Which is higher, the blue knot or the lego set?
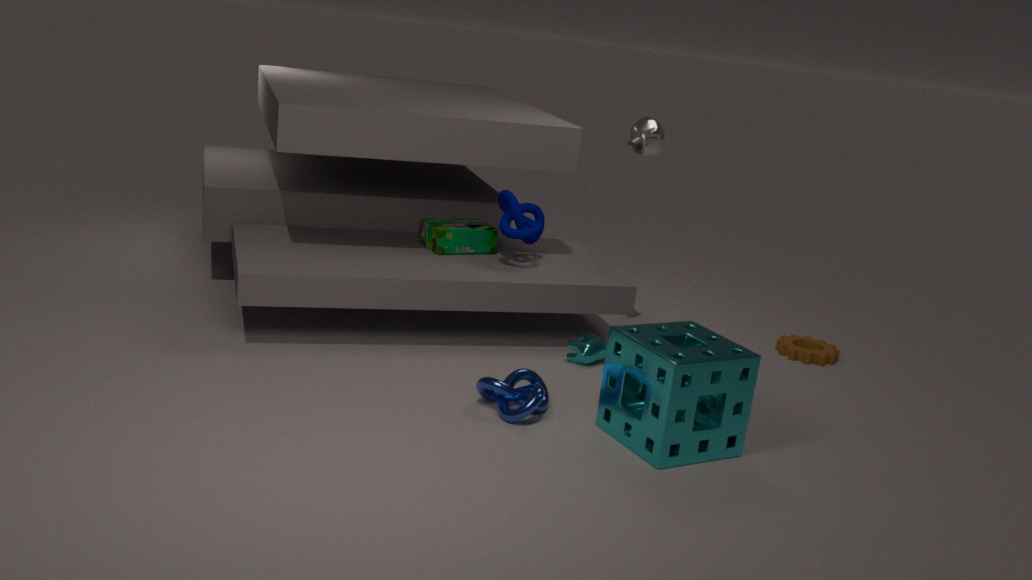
the lego set
